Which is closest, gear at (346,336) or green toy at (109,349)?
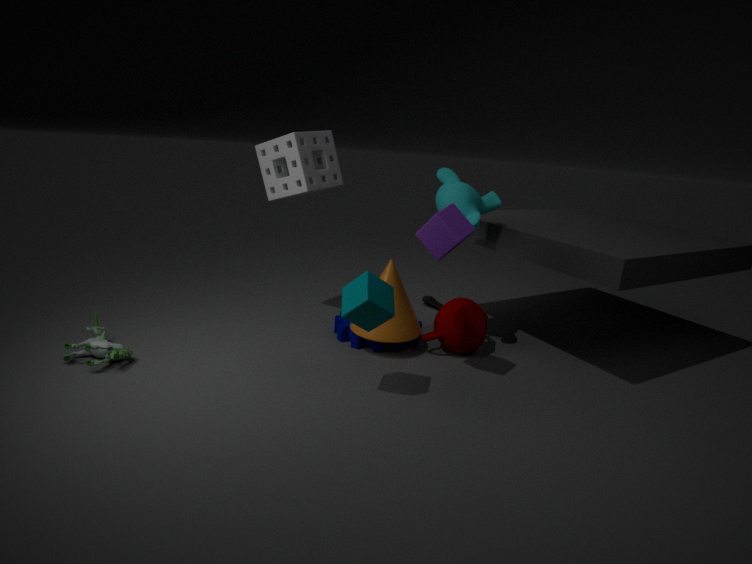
green toy at (109,349)
